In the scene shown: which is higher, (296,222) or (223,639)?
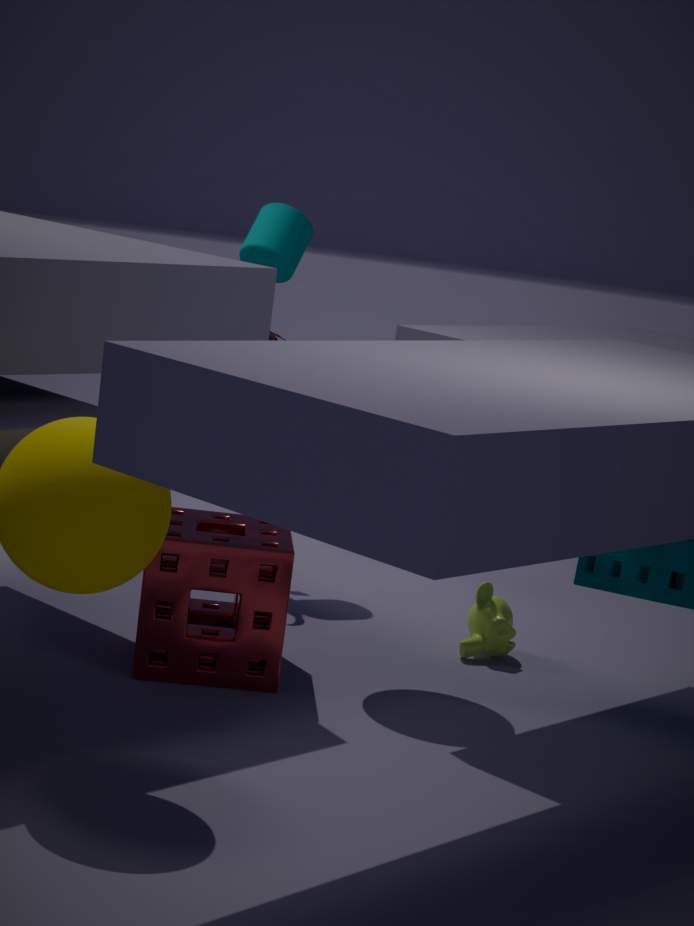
(296,222)
